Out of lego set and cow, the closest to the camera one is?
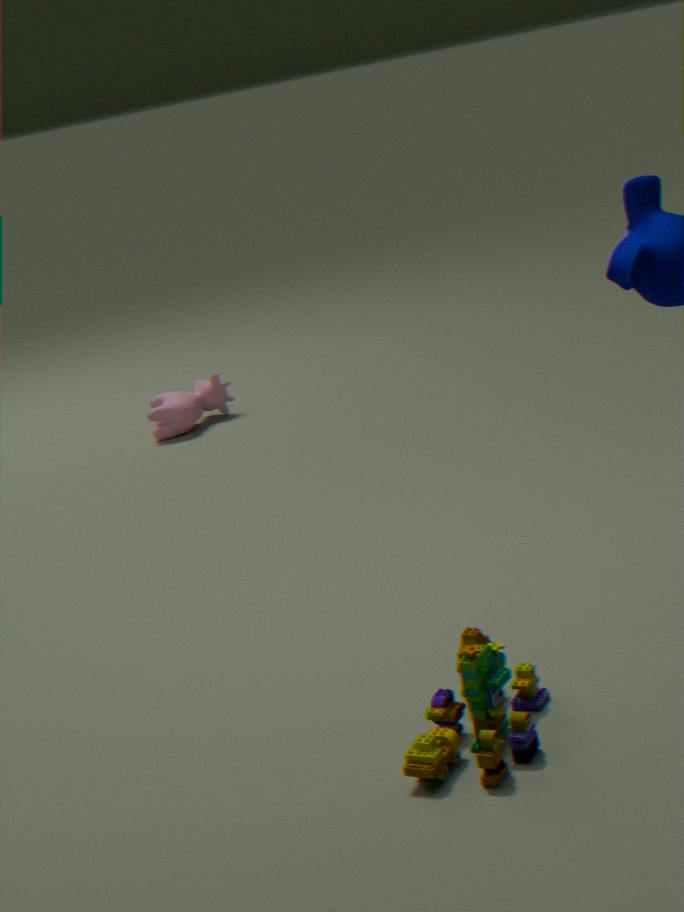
lego set
